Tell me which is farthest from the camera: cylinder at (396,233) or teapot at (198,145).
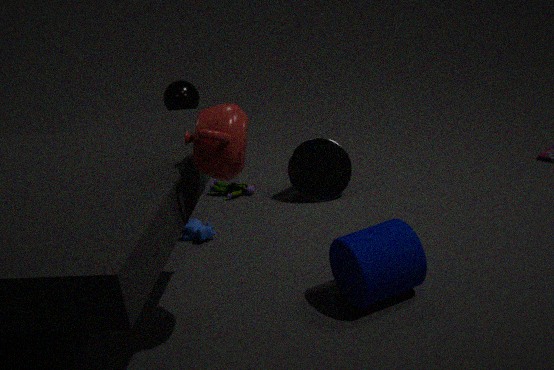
cylinder at (396,233)
